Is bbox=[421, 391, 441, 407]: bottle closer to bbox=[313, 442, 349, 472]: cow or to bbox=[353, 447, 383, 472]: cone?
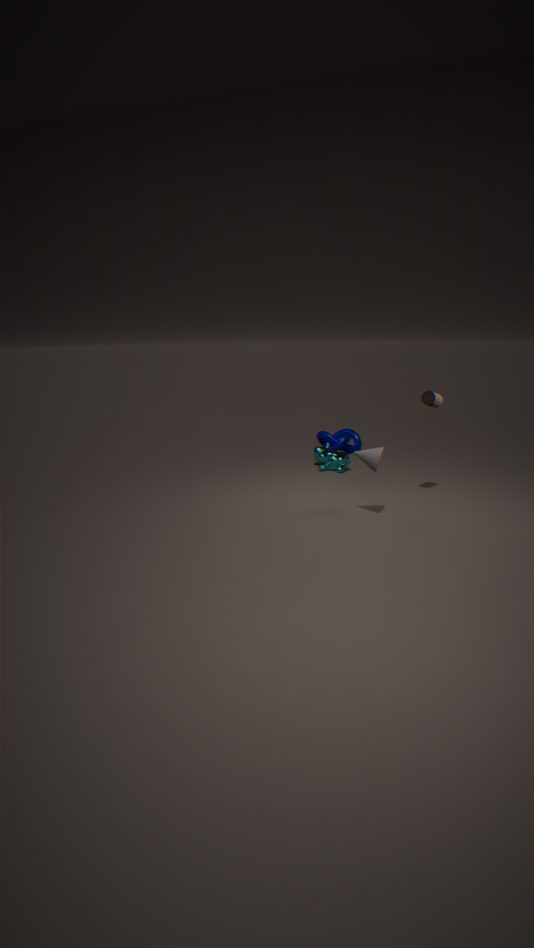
bbox=[353, 447, 383, 472]: cone
